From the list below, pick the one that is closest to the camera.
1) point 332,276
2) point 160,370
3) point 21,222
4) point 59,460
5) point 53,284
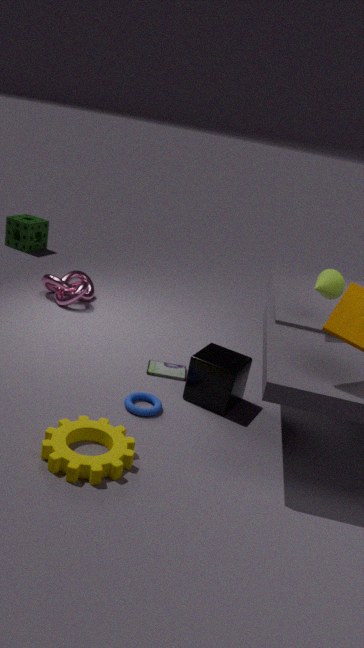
4. point 59,460
